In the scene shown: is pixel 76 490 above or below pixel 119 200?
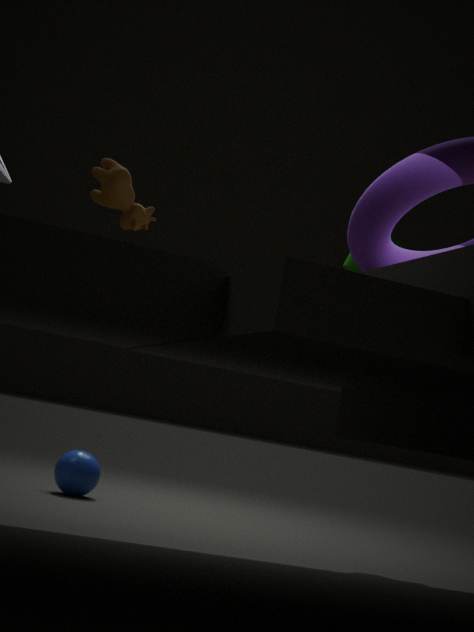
below
